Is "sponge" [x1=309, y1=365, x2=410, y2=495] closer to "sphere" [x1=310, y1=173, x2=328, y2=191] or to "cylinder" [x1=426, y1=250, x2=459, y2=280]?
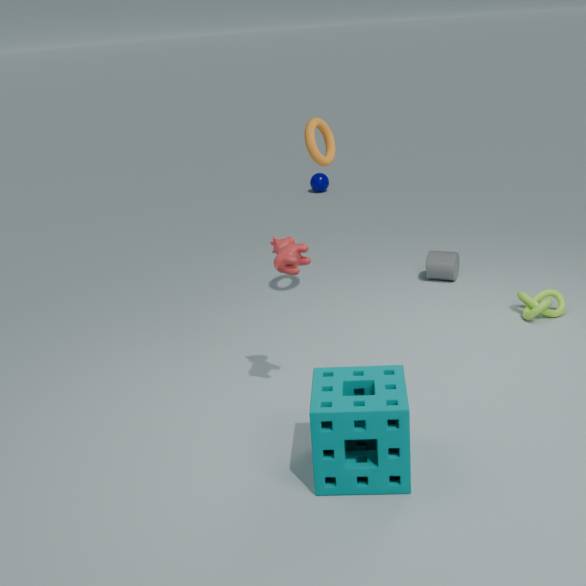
"cylinder" [x1=426, y1=250, x2=459, y2=280]
